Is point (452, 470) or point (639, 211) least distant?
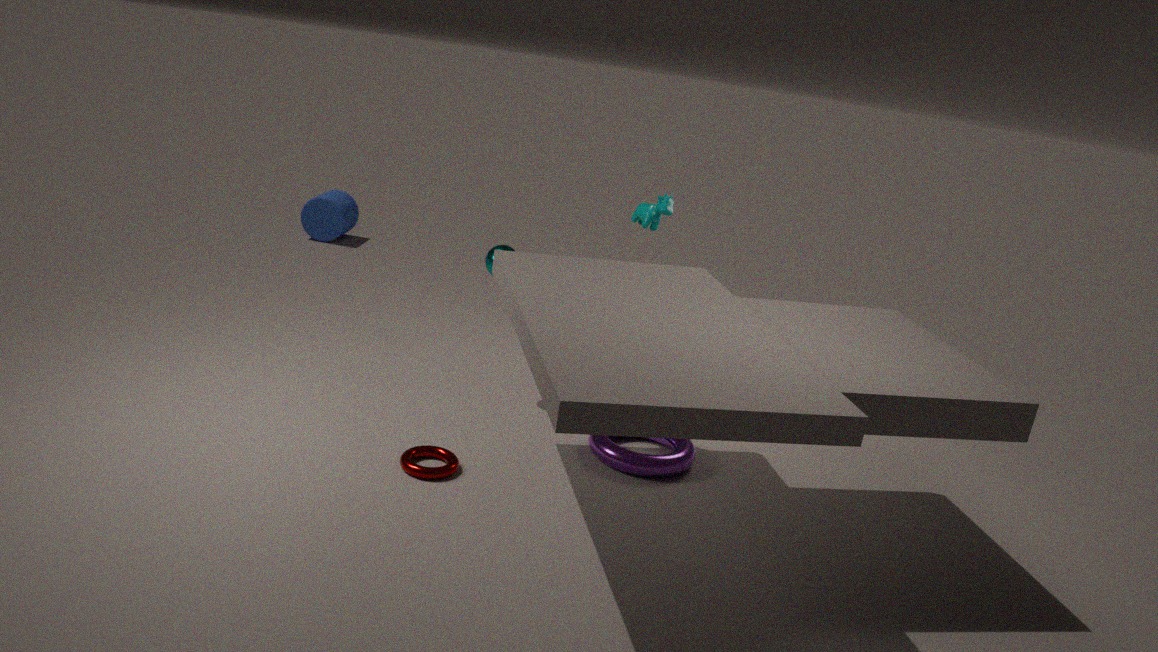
point (452, 470)
